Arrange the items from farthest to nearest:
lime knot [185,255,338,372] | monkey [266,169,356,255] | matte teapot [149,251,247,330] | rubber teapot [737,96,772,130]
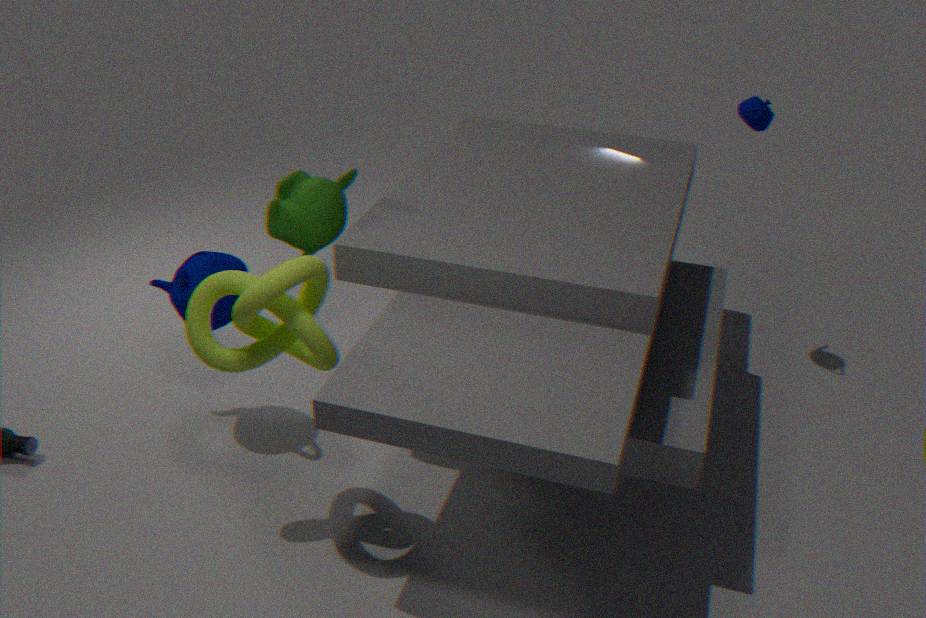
rubber teapot [737,96,772,130], monkey [266,169,356,255], matte teapot [149,251,247,330], lime knot [185,255,338,372]
